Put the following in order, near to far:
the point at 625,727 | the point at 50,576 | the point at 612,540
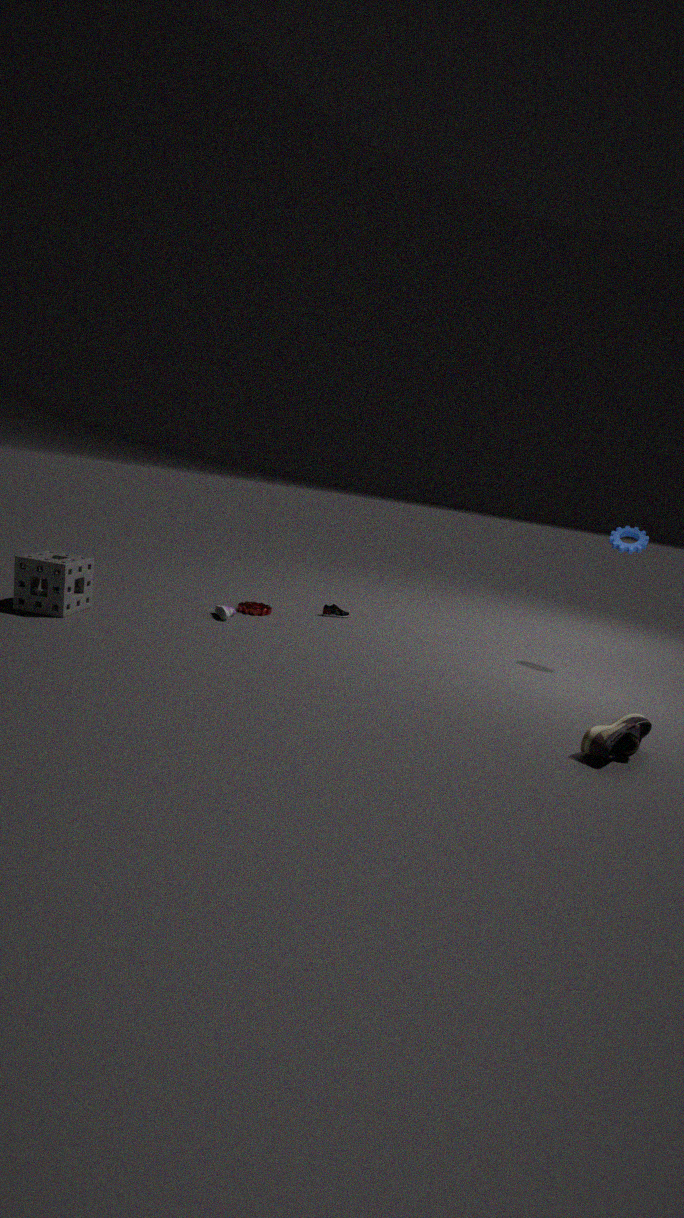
the point at 625,727, the point at 50,576, the point at 612,540
